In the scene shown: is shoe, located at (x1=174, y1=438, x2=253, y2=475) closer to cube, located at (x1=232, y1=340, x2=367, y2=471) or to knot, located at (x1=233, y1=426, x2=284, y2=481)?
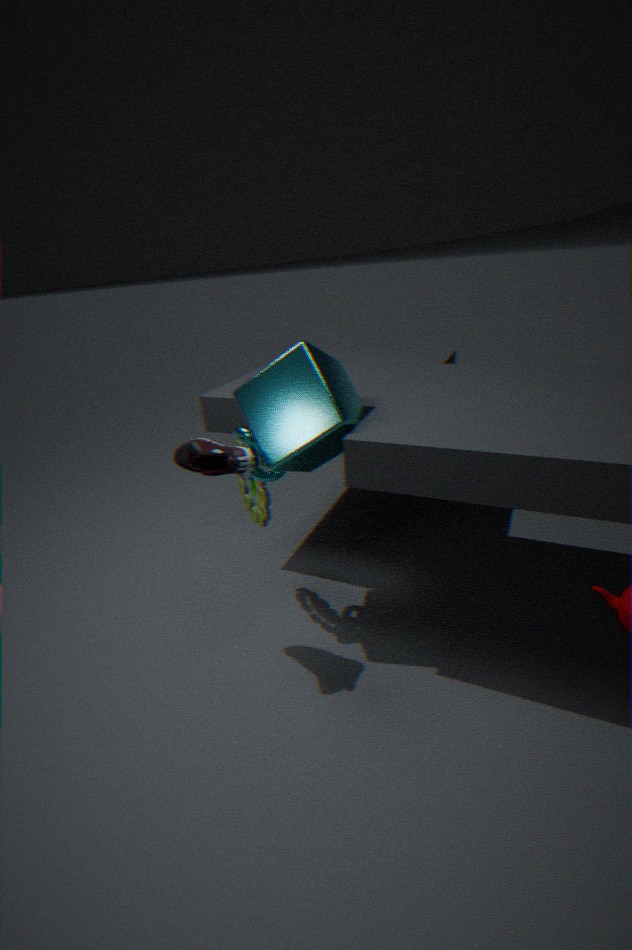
cube, located at (x1=232, y1=340, x2=367, y2=471)
